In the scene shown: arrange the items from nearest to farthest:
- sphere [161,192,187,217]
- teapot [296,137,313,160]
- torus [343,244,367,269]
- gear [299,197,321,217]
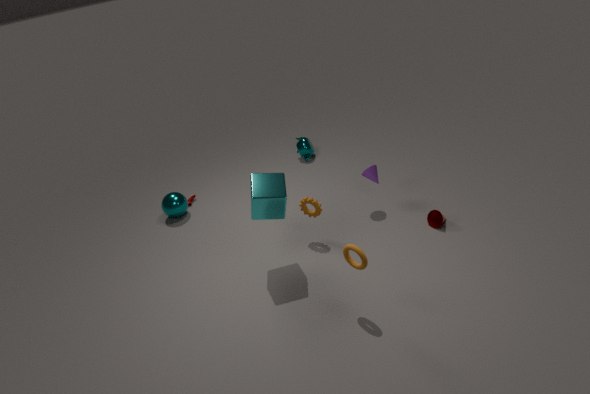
torus [343,244,367,269]
gear [299,197,321,217]
sphere [161,192,187,217]
teapot [296,137,313,160]
